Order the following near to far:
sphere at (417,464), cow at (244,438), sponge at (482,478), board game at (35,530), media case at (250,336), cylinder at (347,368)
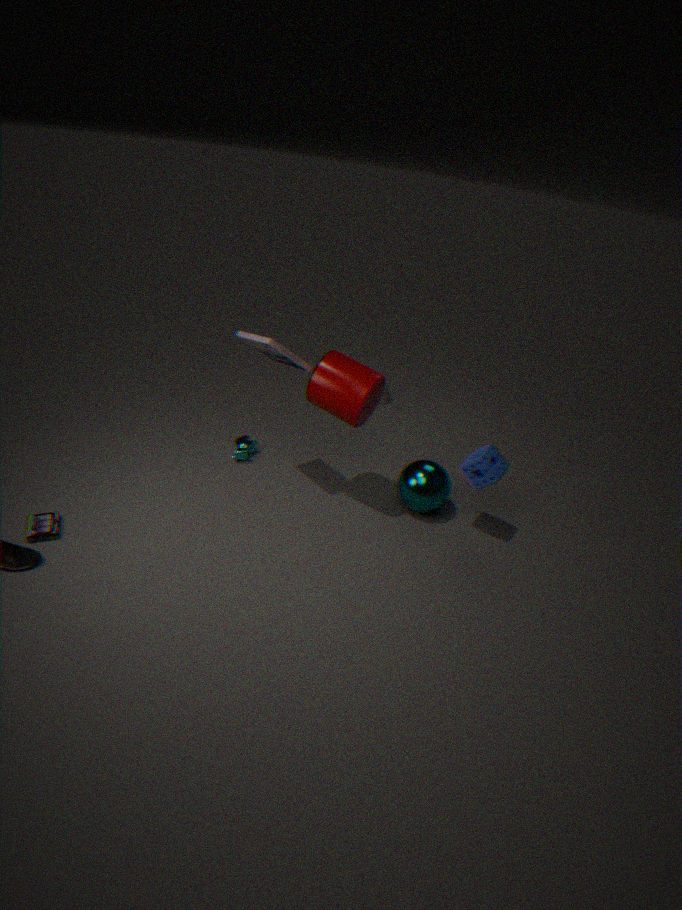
board game at (35,530) → media case at (250,336) → cylinder at (347,368) → sponge at (482,478) → sphere at (417,464) → cow at (244,438)
